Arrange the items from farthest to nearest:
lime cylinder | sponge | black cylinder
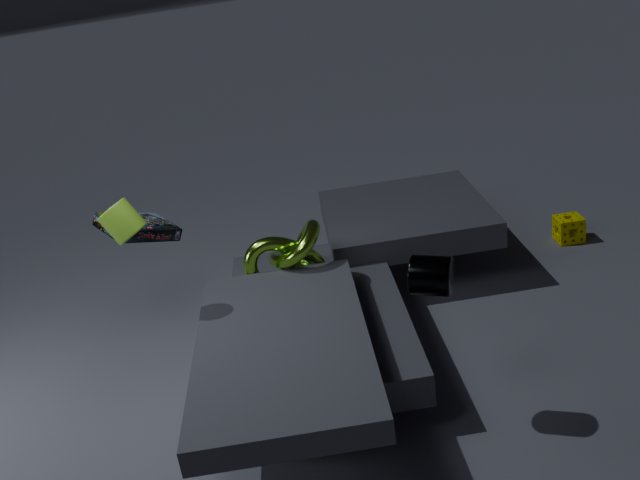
1. sponge
2. lime cylinder
3. black cylinder
